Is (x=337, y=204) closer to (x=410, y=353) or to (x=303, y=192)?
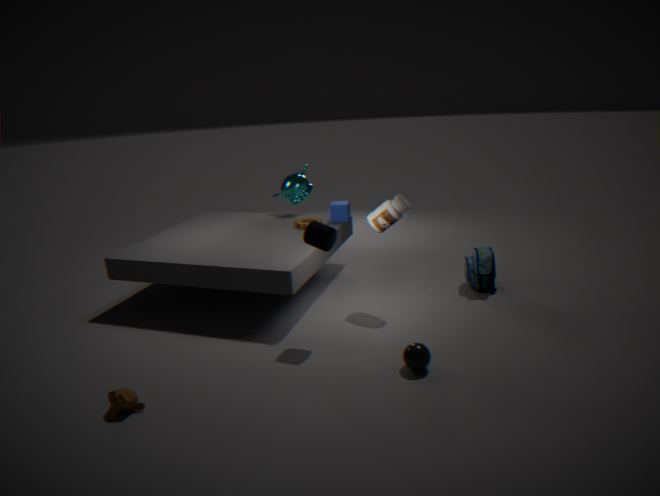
(x=303, y=192)
